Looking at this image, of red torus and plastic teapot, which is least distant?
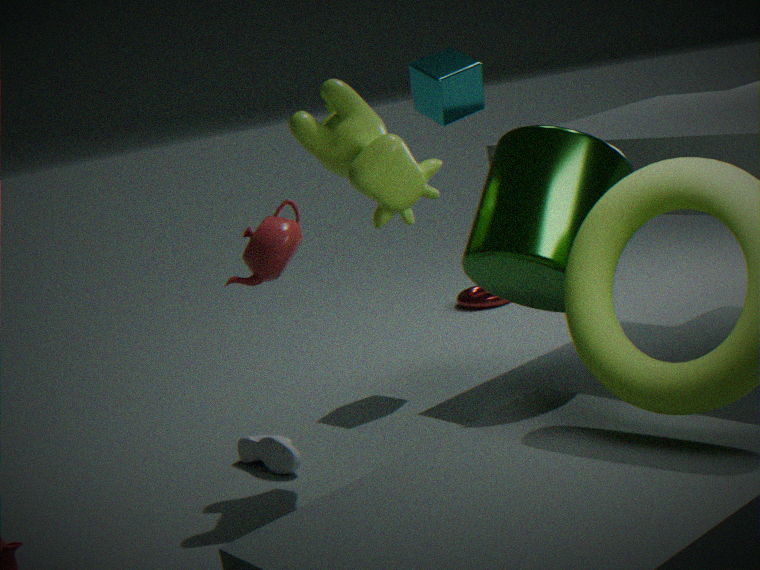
plastic teapot
